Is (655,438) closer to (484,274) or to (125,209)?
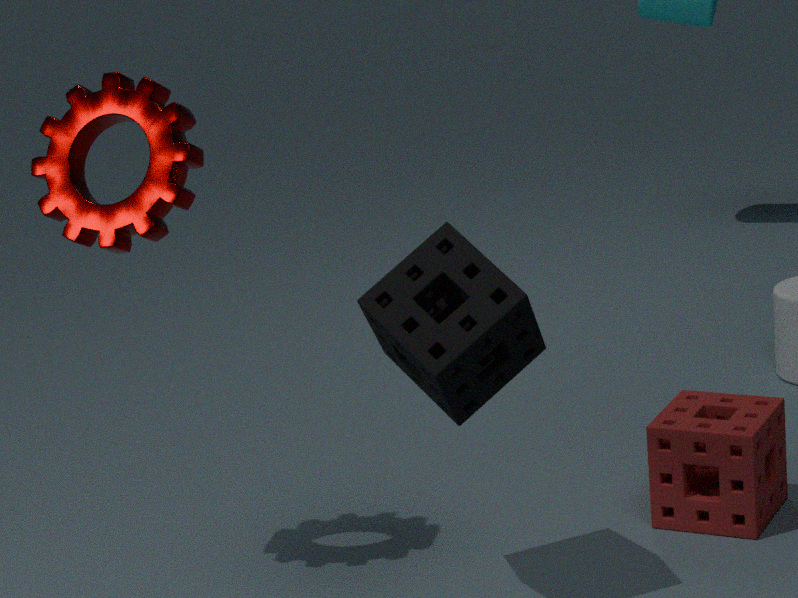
(484,274)
